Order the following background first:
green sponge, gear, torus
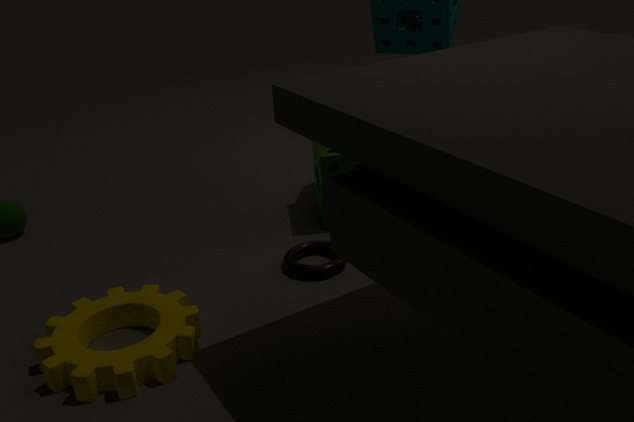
green sponge → torus → gear
